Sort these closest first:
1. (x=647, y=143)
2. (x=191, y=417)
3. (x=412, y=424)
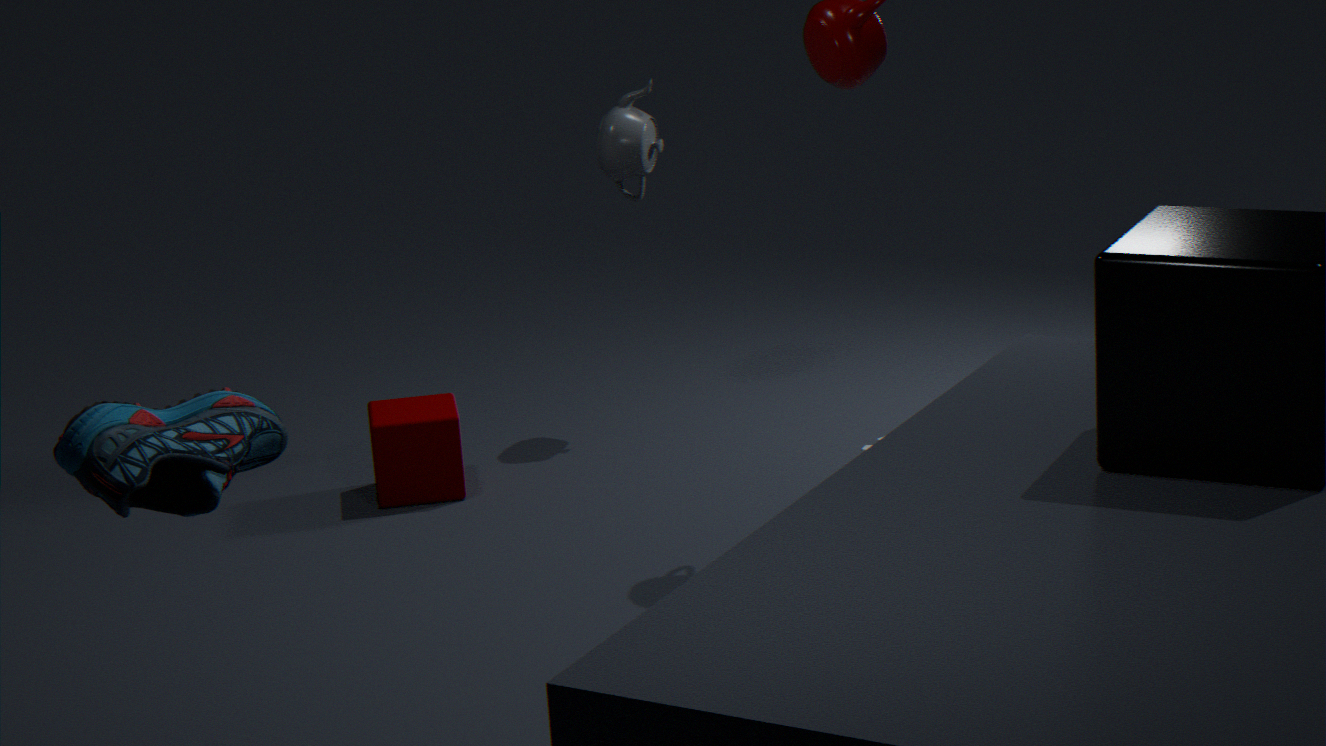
1. (x=191, y=417)
2. (x=412, y=424)
3. (x=647, y=143)
